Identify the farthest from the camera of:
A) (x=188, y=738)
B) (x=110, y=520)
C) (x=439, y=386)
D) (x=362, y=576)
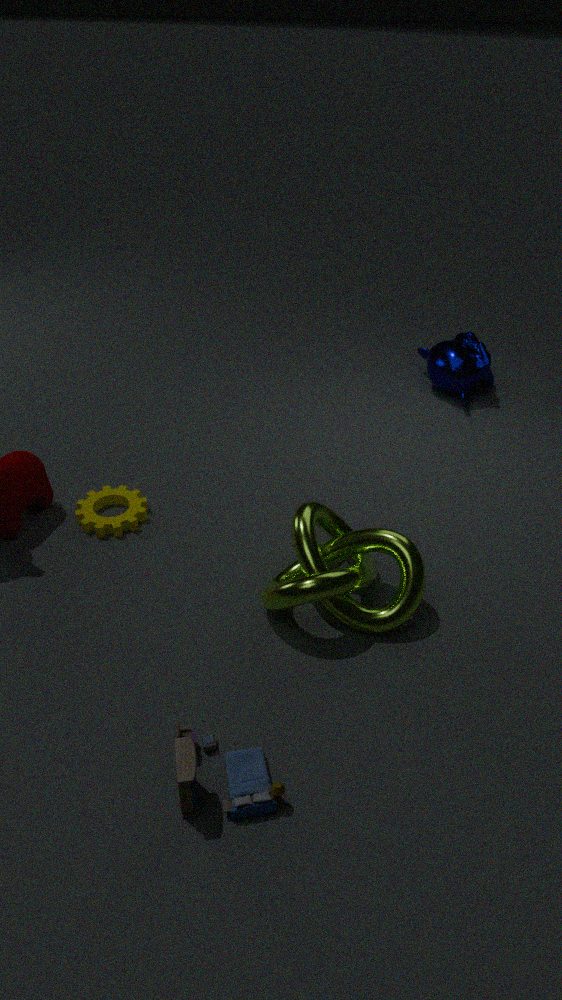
(x=439, y=386)
